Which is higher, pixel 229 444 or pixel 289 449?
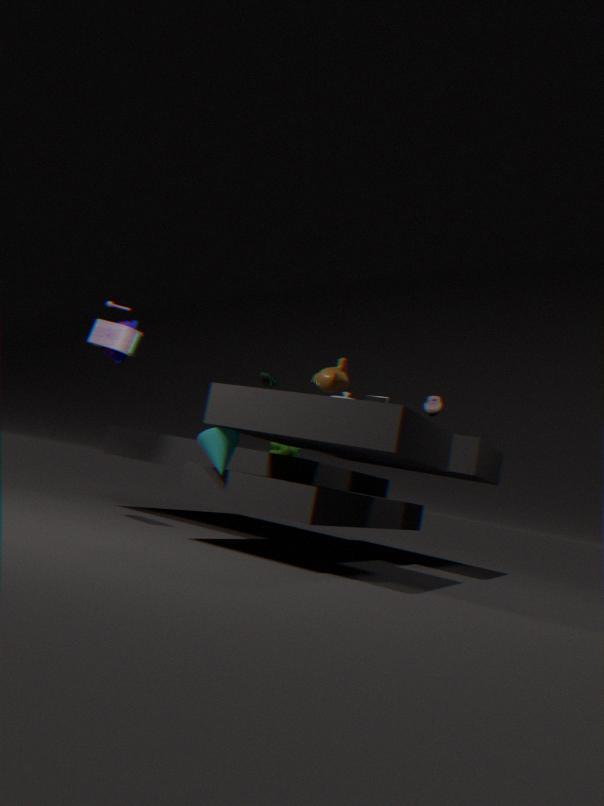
pixel 289 449
